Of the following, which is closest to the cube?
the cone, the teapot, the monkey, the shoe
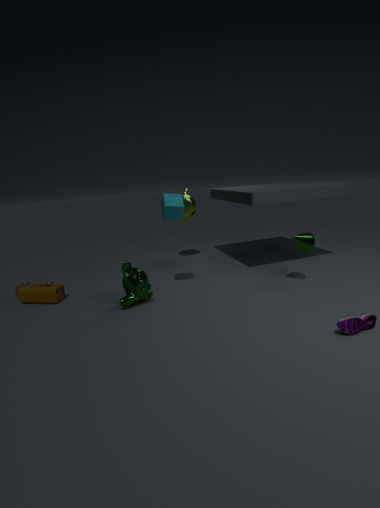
the monkey
